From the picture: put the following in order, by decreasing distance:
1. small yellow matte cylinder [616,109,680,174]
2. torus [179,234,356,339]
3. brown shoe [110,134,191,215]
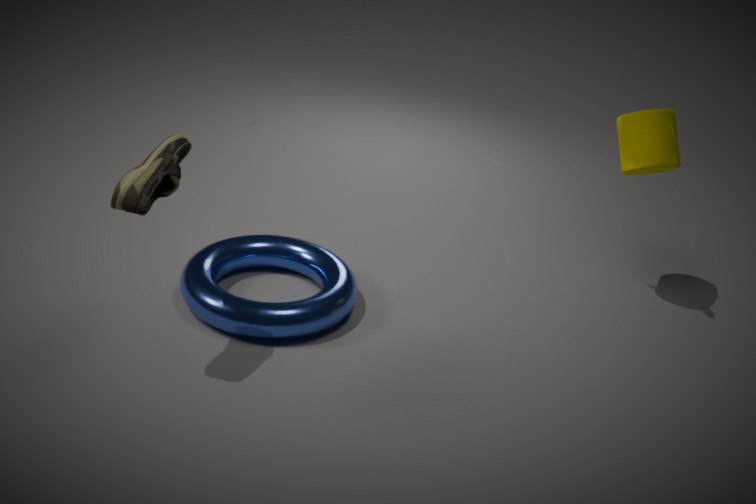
small yellow matte cylinder [616,109,680,174], torus [179,234,356,339], brown shoe [110,134,191,215]
